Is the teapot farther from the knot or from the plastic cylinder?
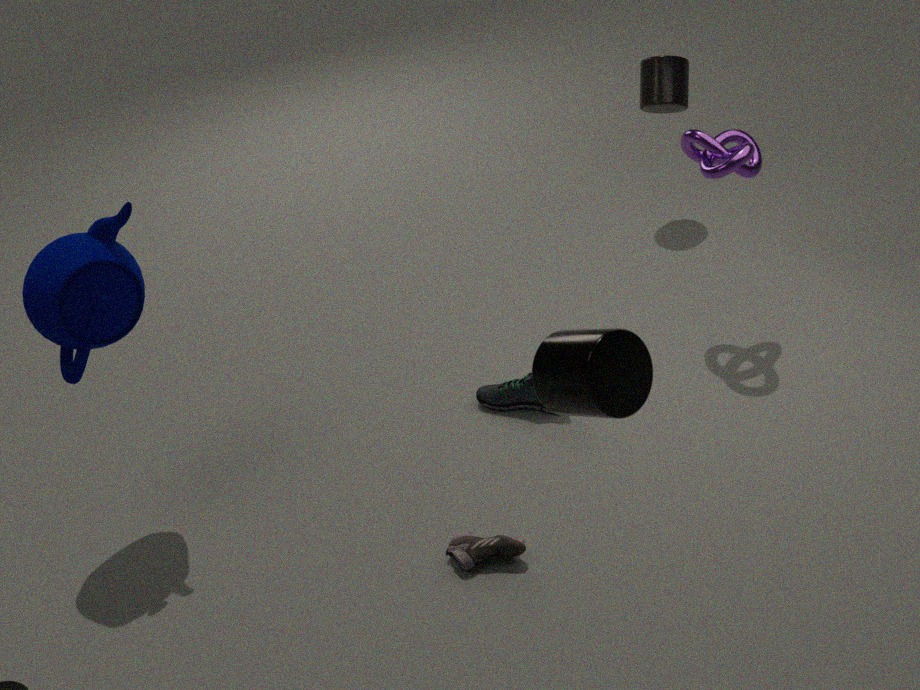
→ the plastic cylinder
